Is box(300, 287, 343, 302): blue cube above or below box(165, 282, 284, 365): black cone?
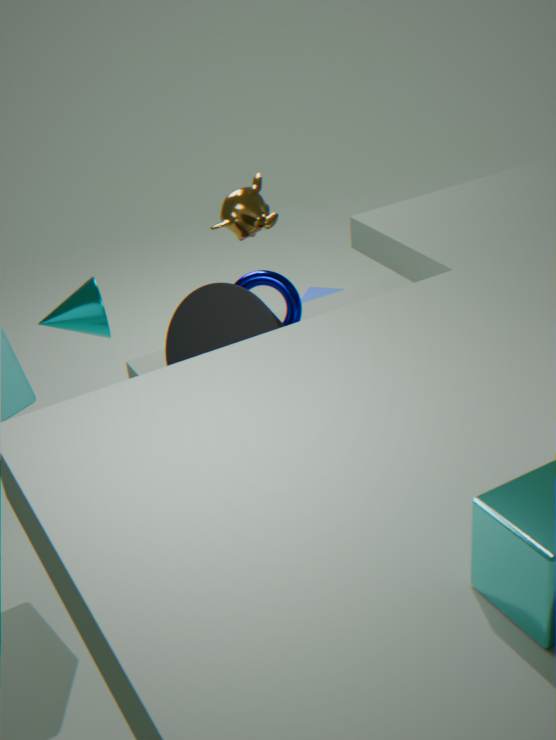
below
